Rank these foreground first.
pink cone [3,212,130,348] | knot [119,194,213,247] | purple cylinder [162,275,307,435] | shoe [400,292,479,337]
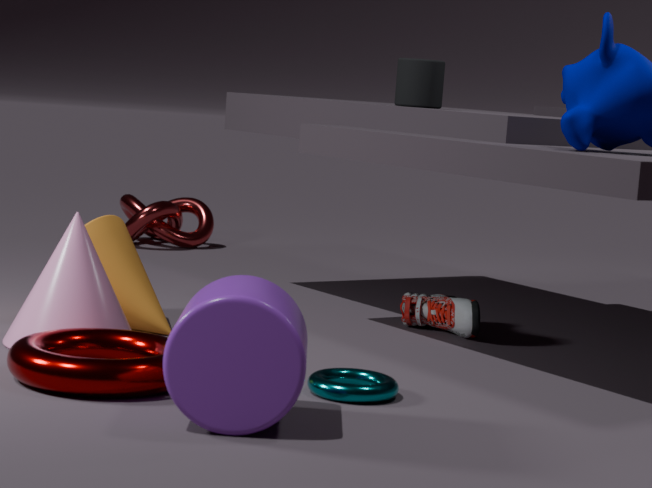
purple cylinder [162,275,307,435], pink cone [3,212,130,348], shoe [400,292,479,337], knot [119,194,213,247]
